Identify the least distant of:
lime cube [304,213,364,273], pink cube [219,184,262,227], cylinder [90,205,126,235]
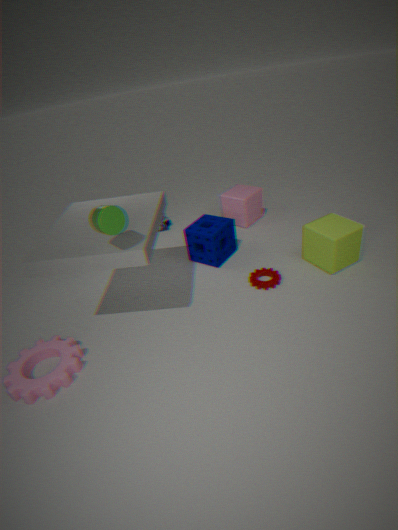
cylinder [90,205,126,235]
